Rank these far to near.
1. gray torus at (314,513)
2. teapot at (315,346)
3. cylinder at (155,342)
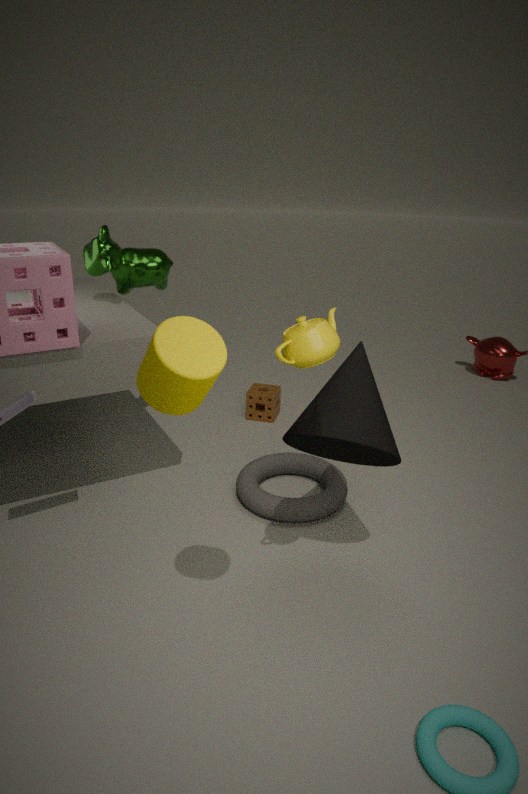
gray torus at (314,513) < teapot at (315,346) < cylinder at (155,342)
